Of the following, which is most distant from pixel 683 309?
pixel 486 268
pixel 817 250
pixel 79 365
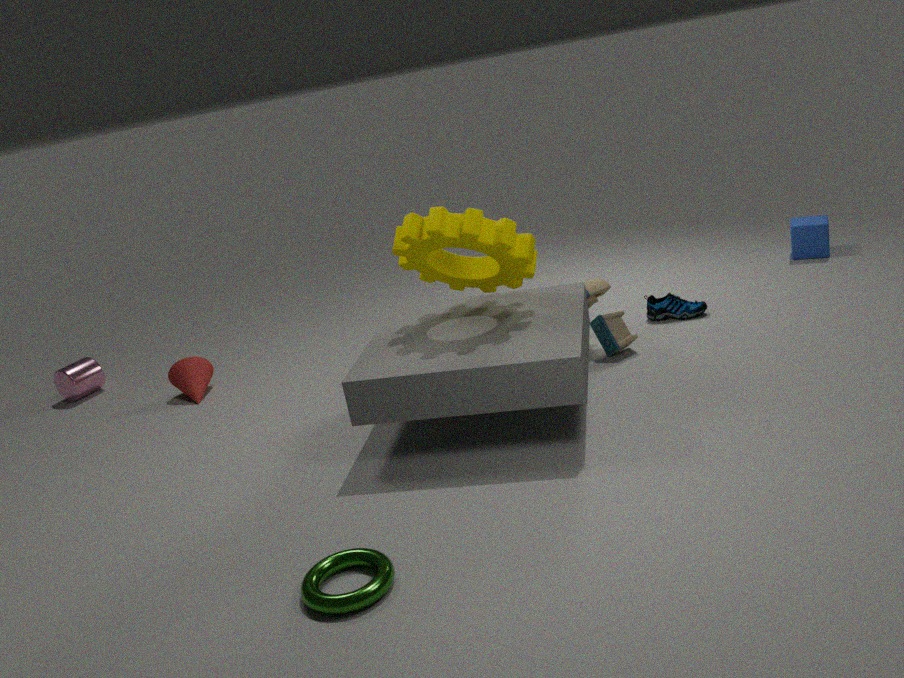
pixel 79 365
